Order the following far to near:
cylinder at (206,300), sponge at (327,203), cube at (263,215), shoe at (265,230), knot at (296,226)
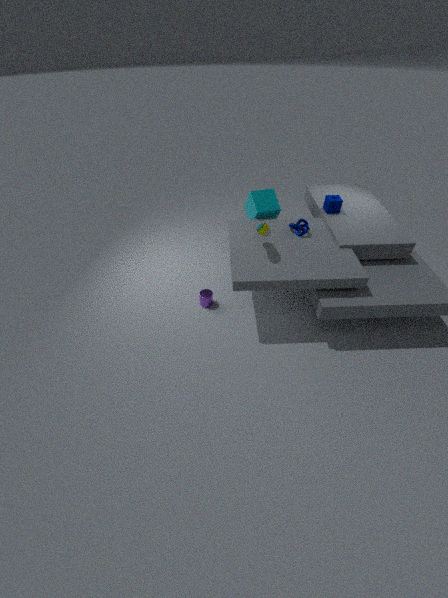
cube at (263,215)
sponge at (327,203)
cylinder at (206,300)
knot at (296,226)
shoe at (265,230)
